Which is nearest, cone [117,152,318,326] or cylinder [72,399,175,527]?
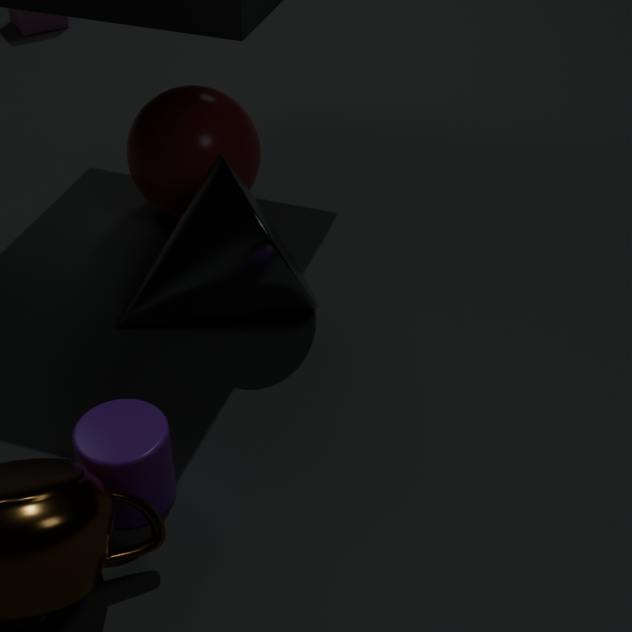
cylinder [72,399,175,527]
